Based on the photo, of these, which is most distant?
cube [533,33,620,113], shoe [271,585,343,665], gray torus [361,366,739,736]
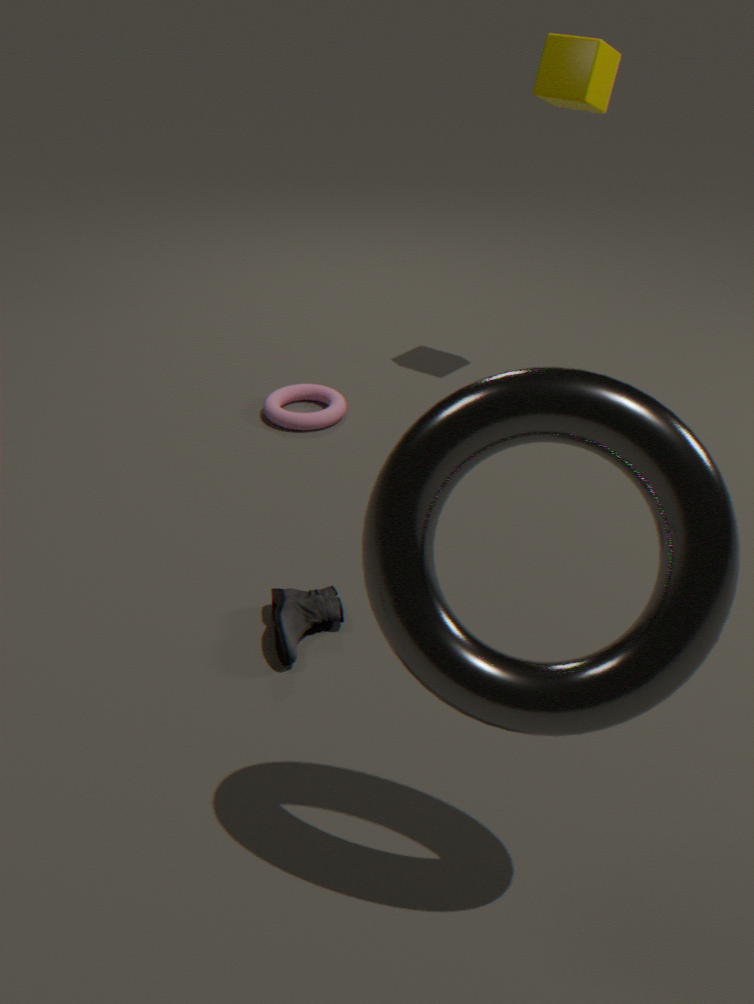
cube [533,33,620,113]
